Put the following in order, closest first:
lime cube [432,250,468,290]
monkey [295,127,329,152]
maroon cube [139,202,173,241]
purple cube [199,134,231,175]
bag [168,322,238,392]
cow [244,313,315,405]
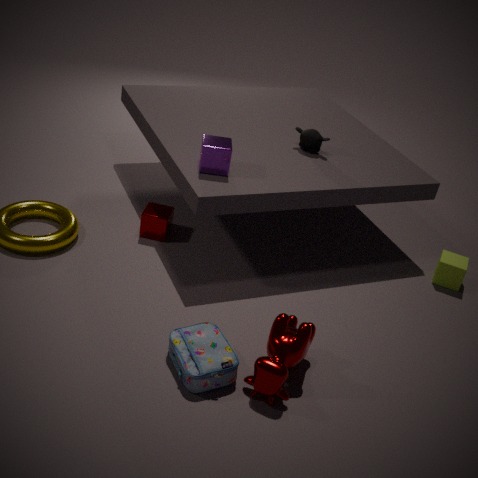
1. cow [244,313,315,405]
2. bag [168,322,238,392]
3. purple cube [199,134,231,175]
4. maroon cube [139,202,173,241]
5. lime cube [432,250,468,290]
6. monkey [295,127,329,152]
